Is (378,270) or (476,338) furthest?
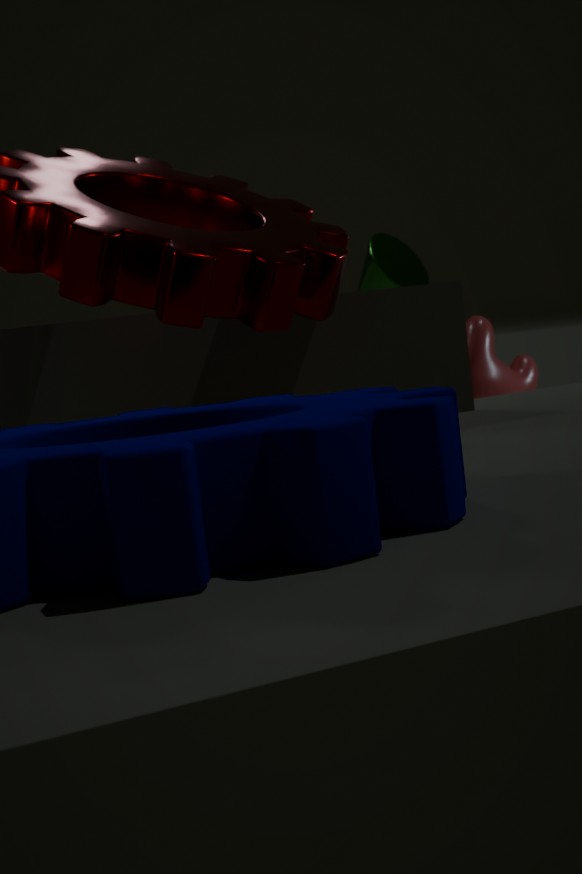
(378,270)
